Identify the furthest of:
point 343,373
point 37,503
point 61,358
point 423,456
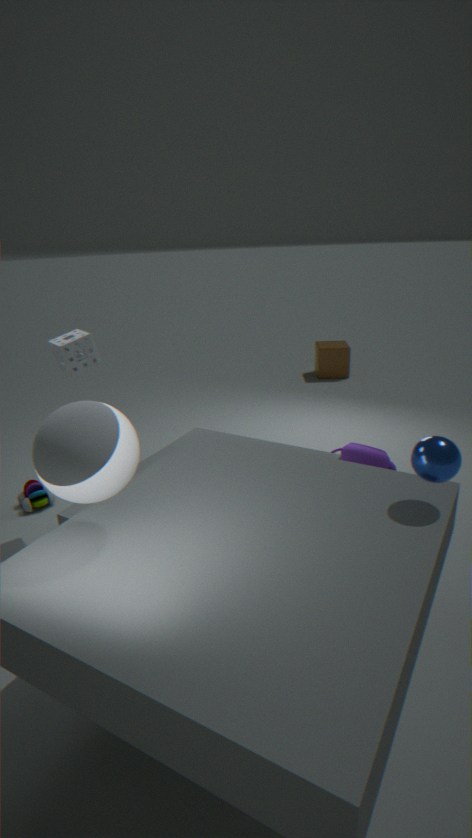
point 343,373
